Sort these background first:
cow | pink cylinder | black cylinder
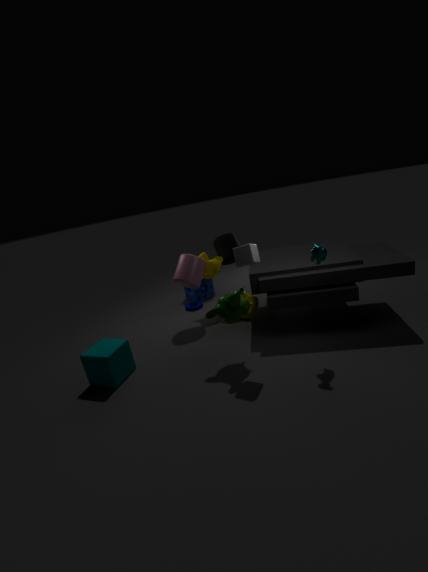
1. black cylinder
2. pink cylinder
3. cow
